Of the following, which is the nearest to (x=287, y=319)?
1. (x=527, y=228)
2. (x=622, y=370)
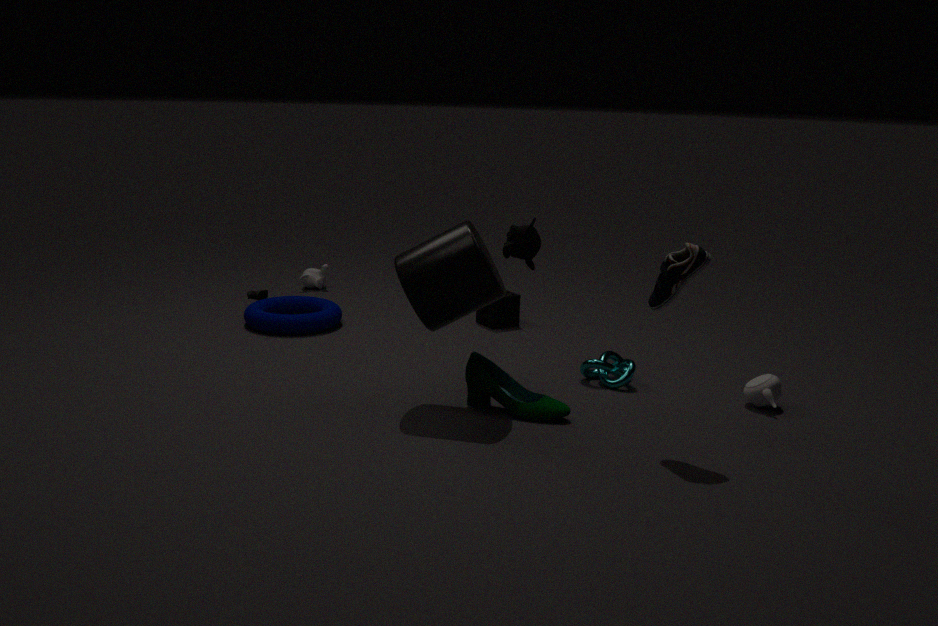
(x=527, y=228)
